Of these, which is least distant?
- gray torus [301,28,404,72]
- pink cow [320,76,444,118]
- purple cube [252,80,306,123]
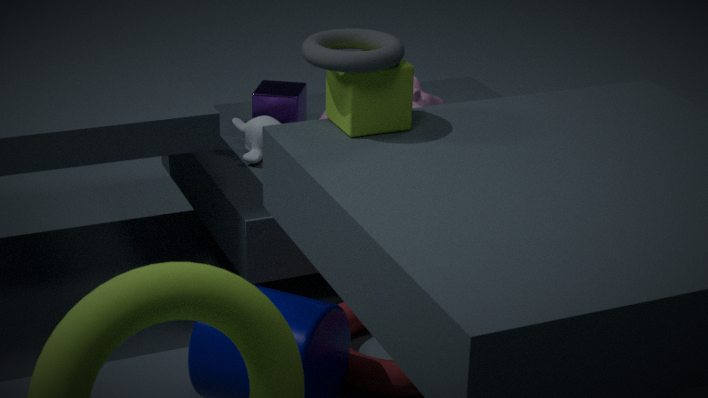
gray torus [301,28,404,72]
